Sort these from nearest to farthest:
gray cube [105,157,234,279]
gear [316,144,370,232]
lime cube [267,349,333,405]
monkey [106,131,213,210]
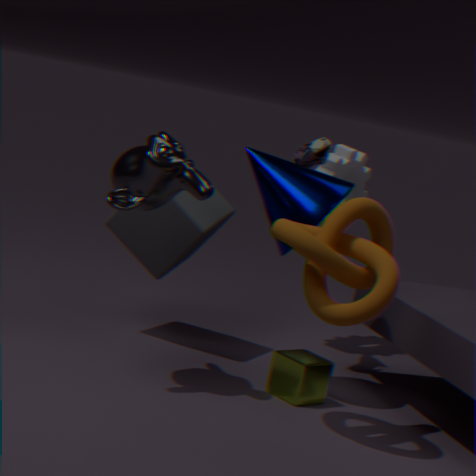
1. monkey [106,131,213,210]
2. lime cube [267,349,333,405]
3. gray cube [105,157,234,279]
4. gear [316,144,370,232]
